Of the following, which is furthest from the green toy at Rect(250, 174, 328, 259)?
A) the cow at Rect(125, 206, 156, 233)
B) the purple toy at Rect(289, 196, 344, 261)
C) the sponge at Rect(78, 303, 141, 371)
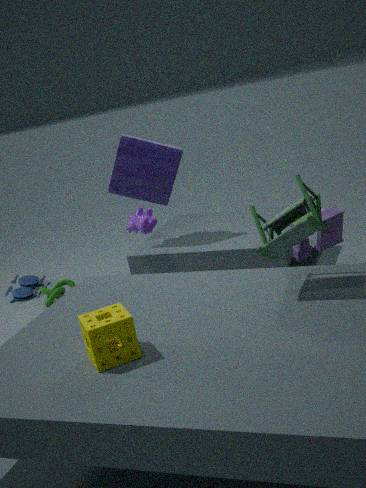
the cow at Rect(125, 206, 156, 233)
